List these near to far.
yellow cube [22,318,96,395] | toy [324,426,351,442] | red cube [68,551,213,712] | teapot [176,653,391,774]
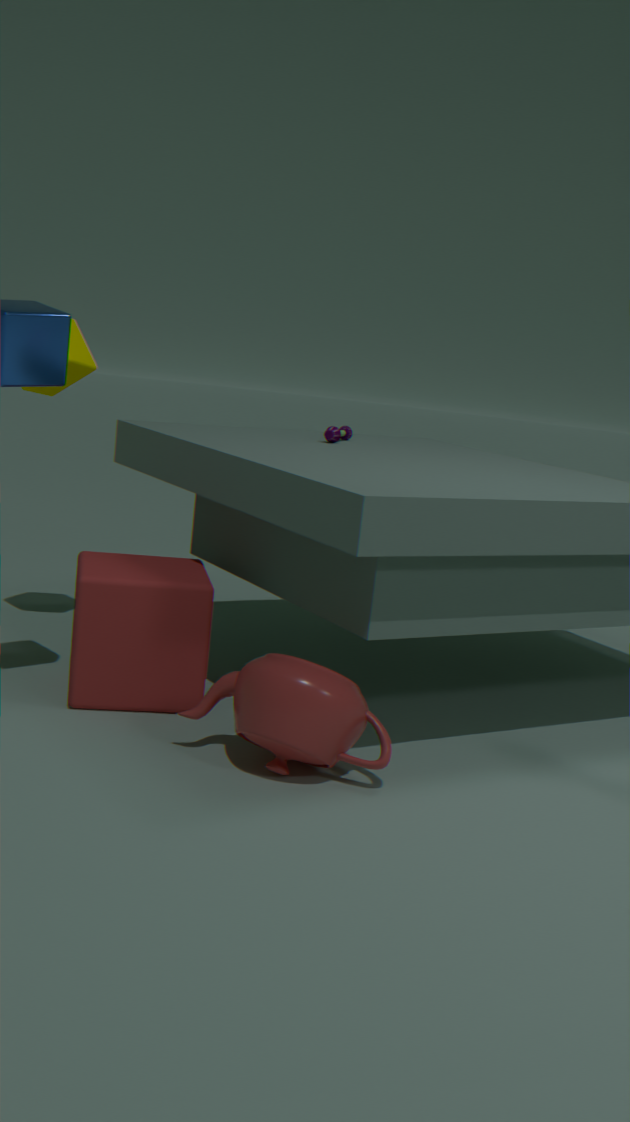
teapot [176,653,391,774]
red cube [68,551,213,712]
yellow cube [22,318,96,395]
toy [324,426,351,442]
